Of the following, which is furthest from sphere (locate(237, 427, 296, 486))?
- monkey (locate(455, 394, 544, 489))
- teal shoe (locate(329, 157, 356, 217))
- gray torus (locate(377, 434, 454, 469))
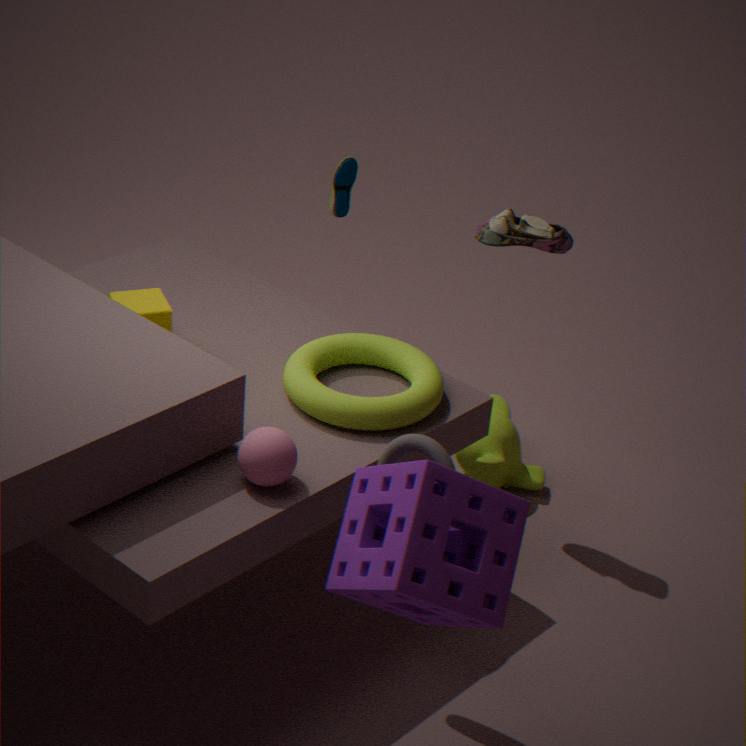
teal shoe (locate(329, 157, 356, 217))
